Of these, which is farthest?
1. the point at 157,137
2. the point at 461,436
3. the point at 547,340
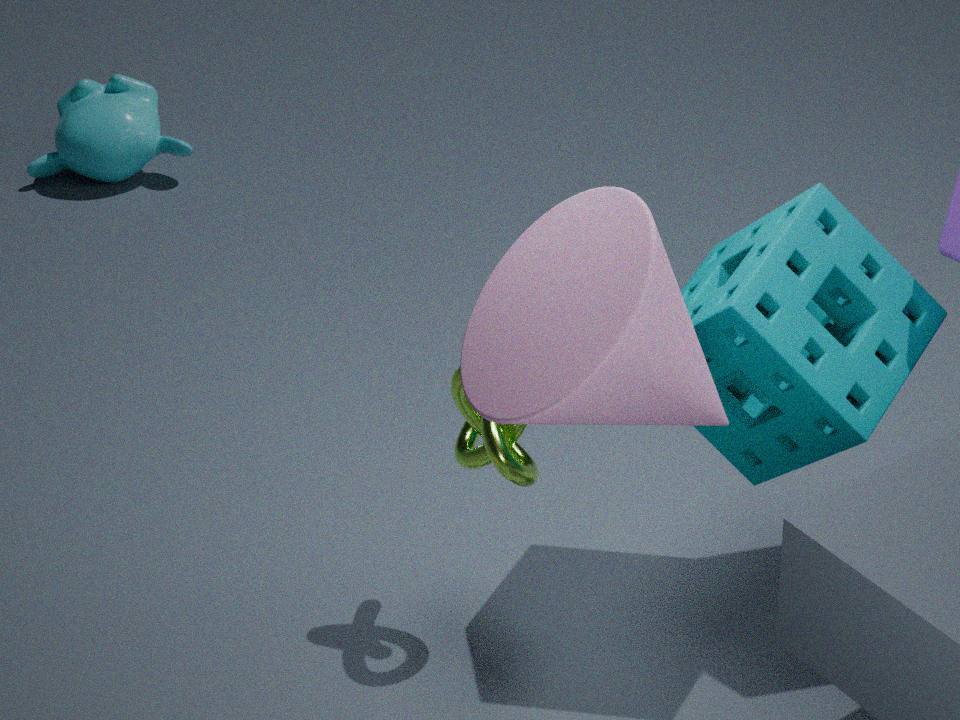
the point at 157,137
